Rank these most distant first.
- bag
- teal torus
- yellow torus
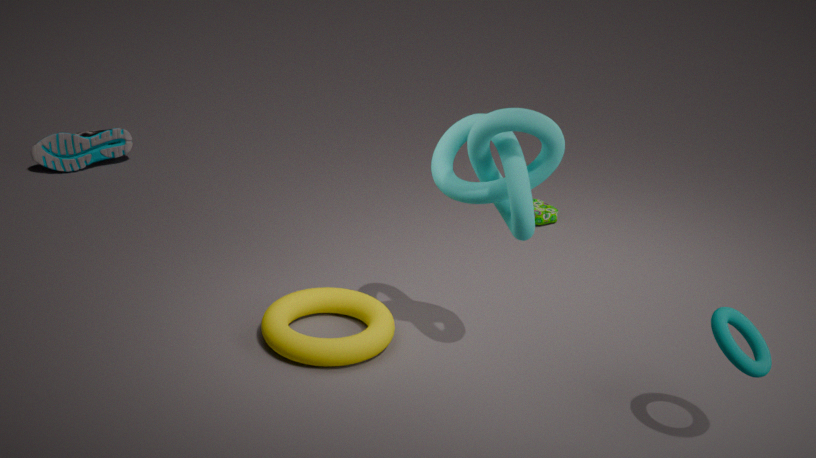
bag
yellow torus
teal torus
